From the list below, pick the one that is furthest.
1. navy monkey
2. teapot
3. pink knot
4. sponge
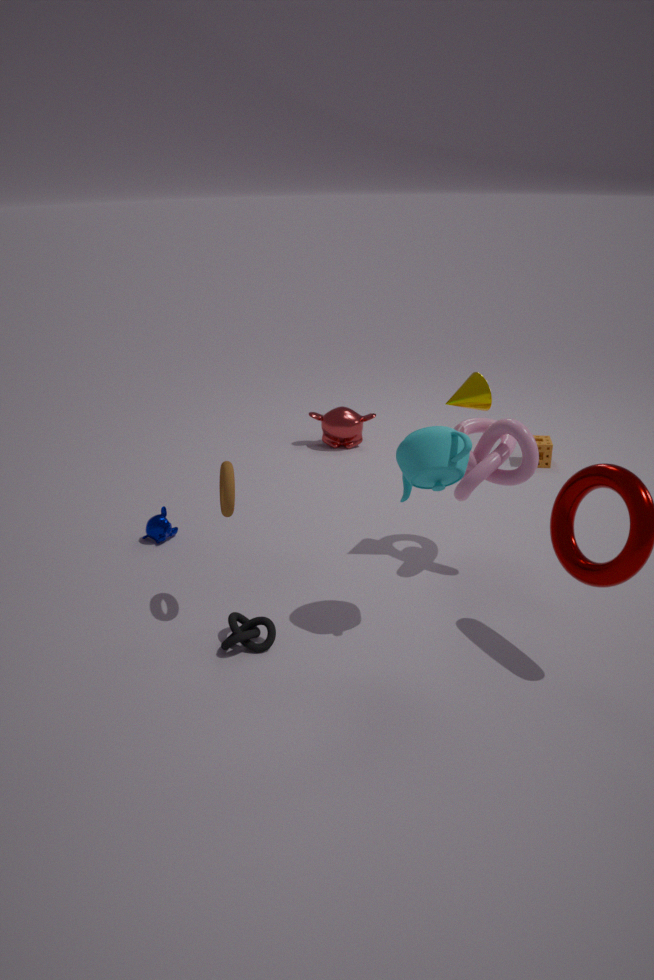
sponge
